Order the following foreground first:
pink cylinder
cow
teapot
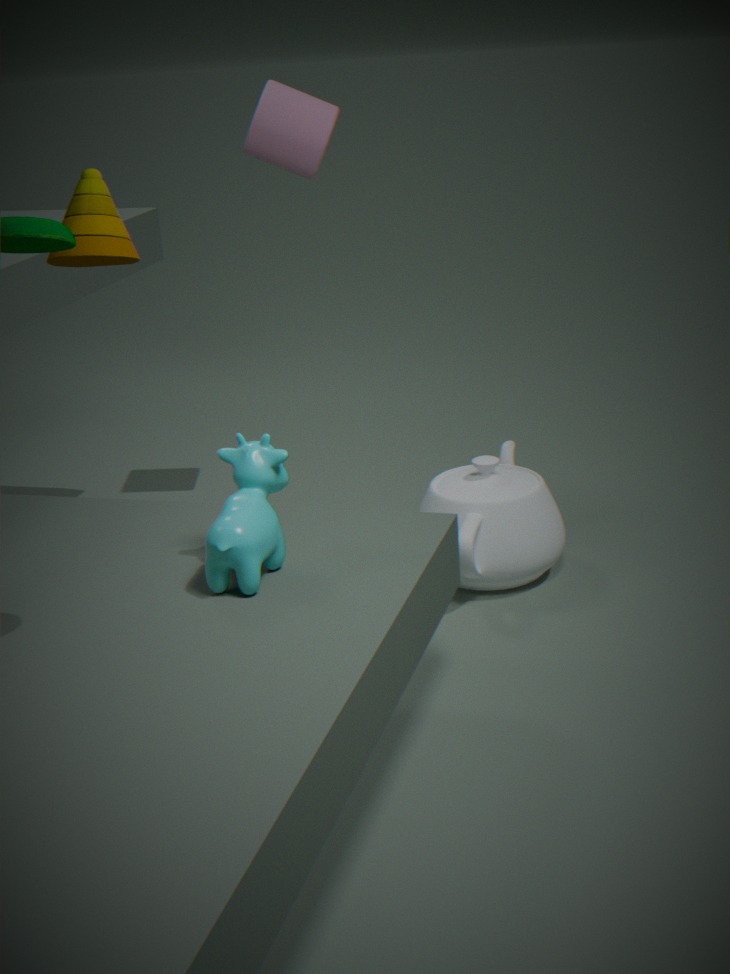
cow → teapot → pink cylinder
